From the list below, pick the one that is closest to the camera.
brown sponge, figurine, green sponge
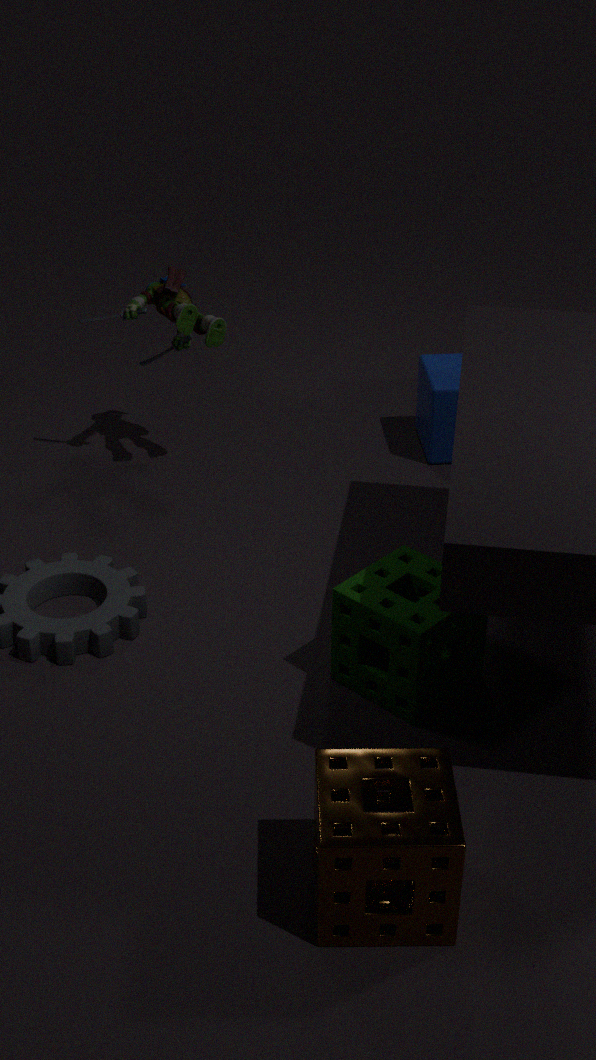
brown sponge
